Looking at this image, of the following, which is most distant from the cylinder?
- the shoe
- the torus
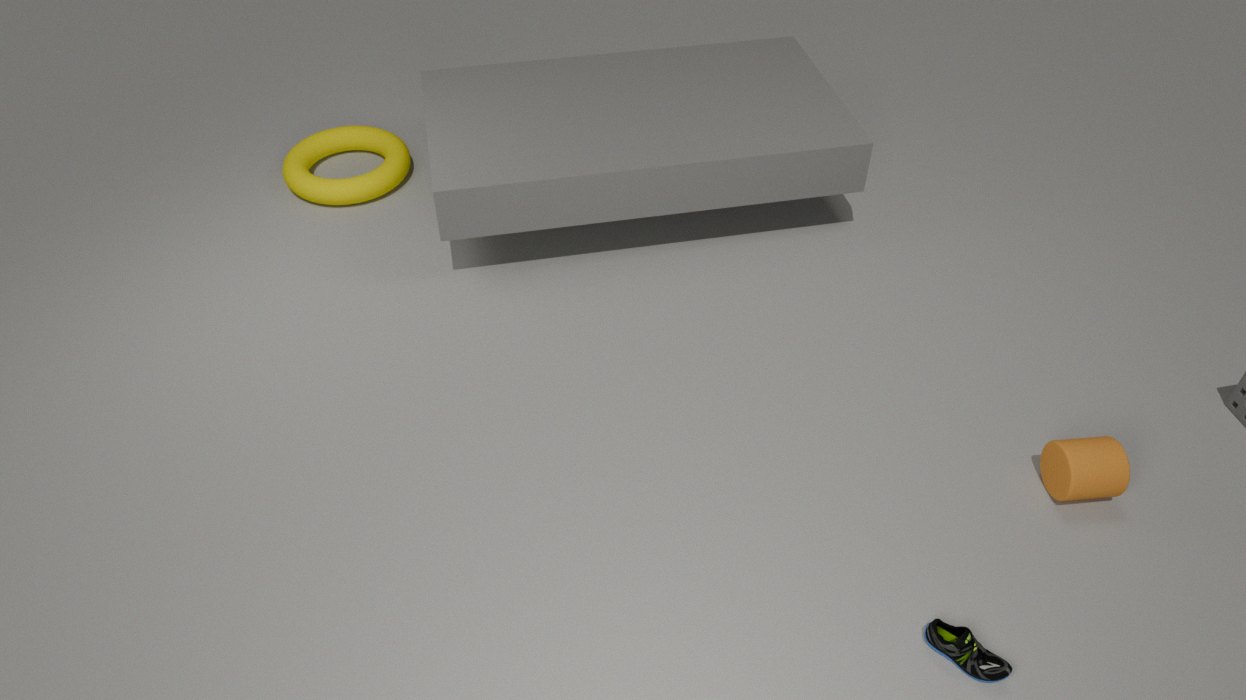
the torus
